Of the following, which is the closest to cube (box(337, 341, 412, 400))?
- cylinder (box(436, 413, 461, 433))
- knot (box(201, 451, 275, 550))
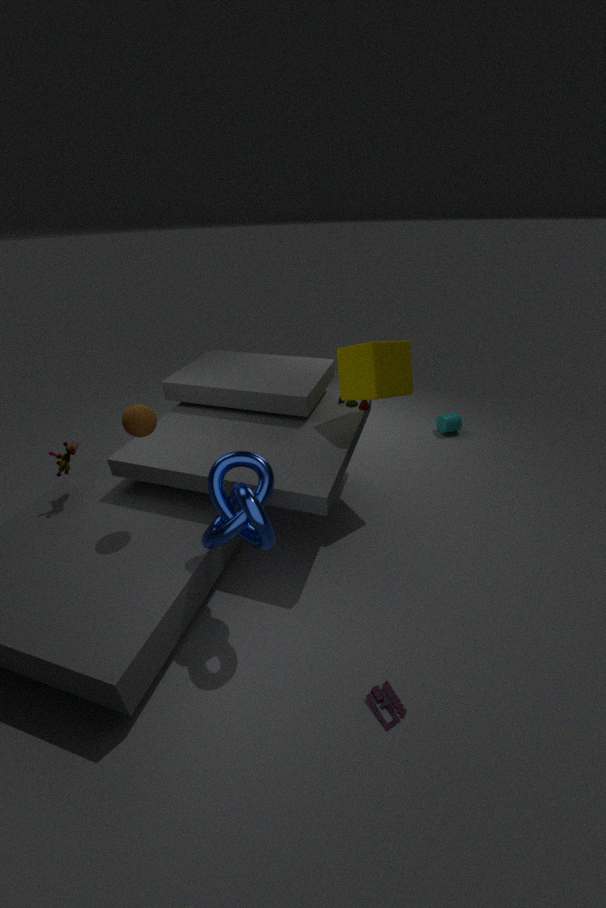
knot (box(201, 451, 275, 550))
